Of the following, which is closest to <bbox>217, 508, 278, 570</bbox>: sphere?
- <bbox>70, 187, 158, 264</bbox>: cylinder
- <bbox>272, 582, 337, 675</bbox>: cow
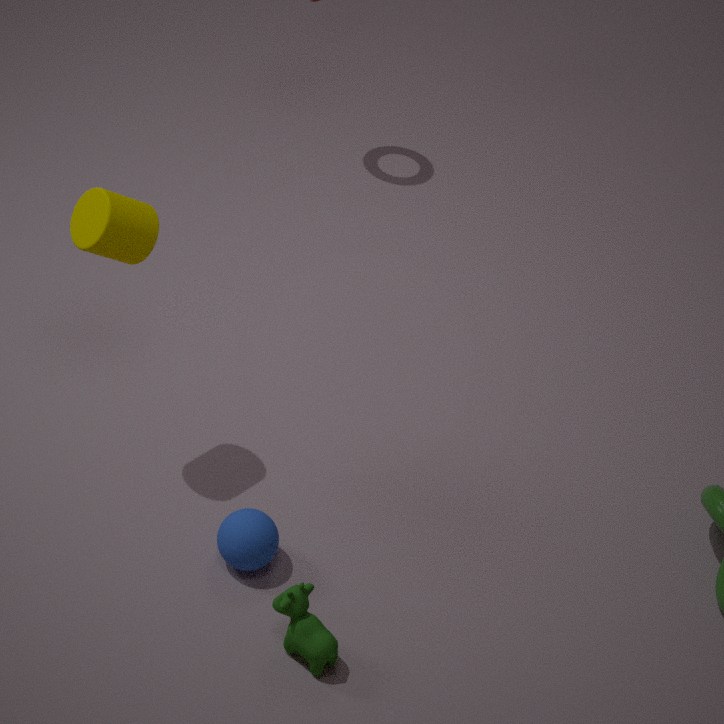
<bbox>272, 582, 337, 675</bbox>: cow
